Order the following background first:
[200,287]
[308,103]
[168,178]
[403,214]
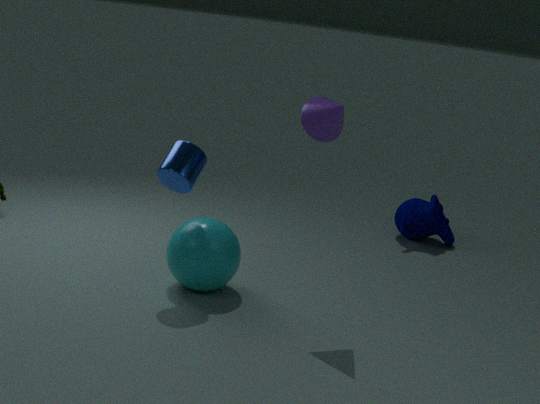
[403,214], [200,287], [168,178], [308,103]
